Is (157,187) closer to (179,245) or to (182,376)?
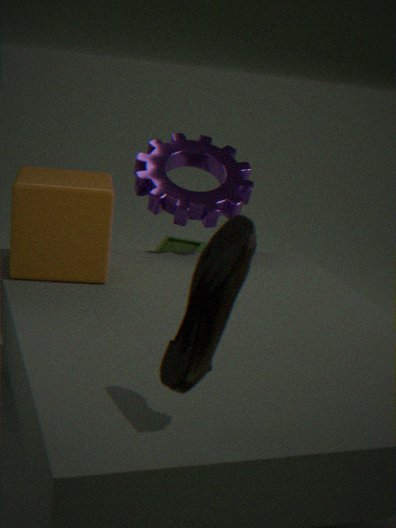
(179,245)
